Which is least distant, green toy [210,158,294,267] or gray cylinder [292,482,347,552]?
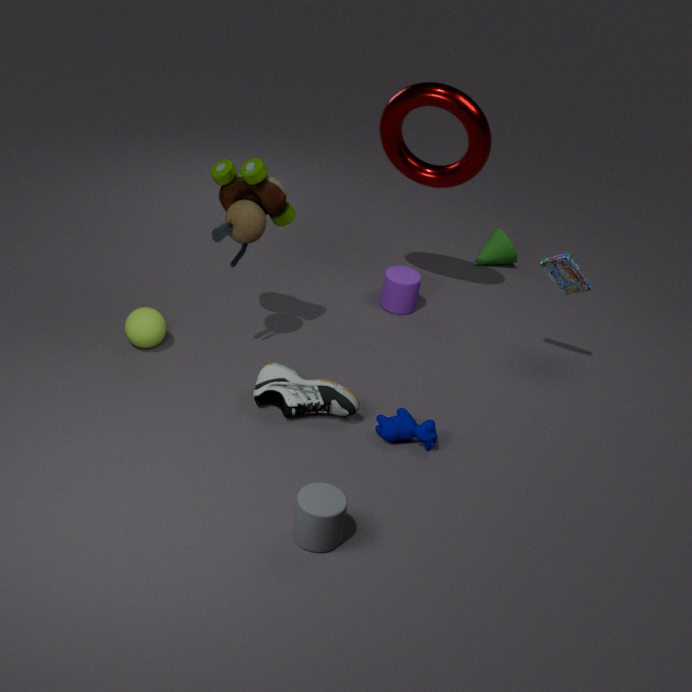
gray cylinder [292,482,347,552]
